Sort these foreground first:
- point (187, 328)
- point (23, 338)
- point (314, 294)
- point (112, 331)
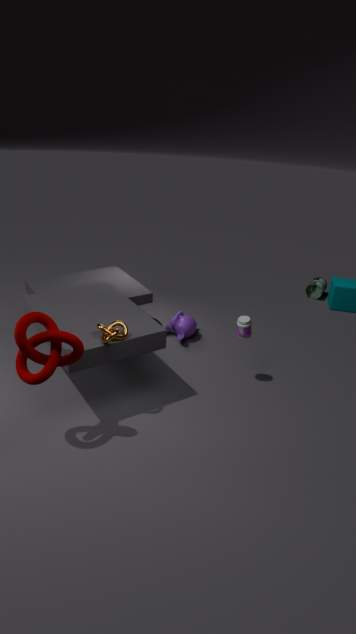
point (23, 338), point (112, 331), point (187, 328), point (314, 294)
